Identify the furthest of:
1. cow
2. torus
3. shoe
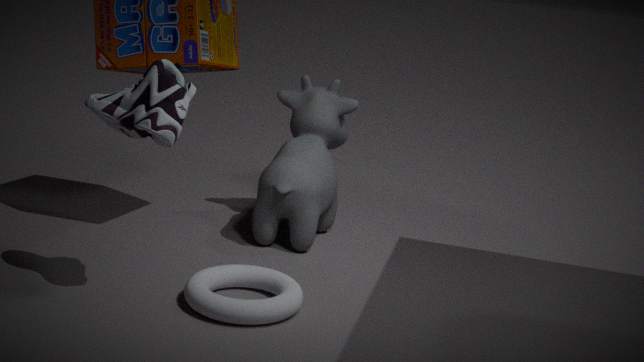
cow
